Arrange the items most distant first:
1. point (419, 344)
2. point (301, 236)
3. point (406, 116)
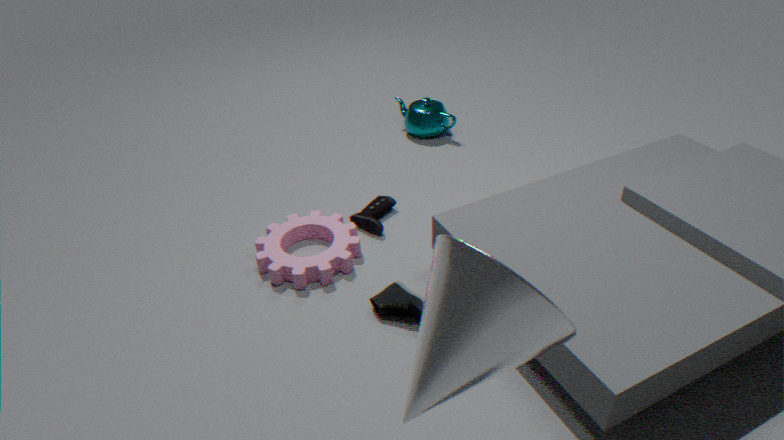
point (406, 116) < point (301, 236) < point (419, 344)
